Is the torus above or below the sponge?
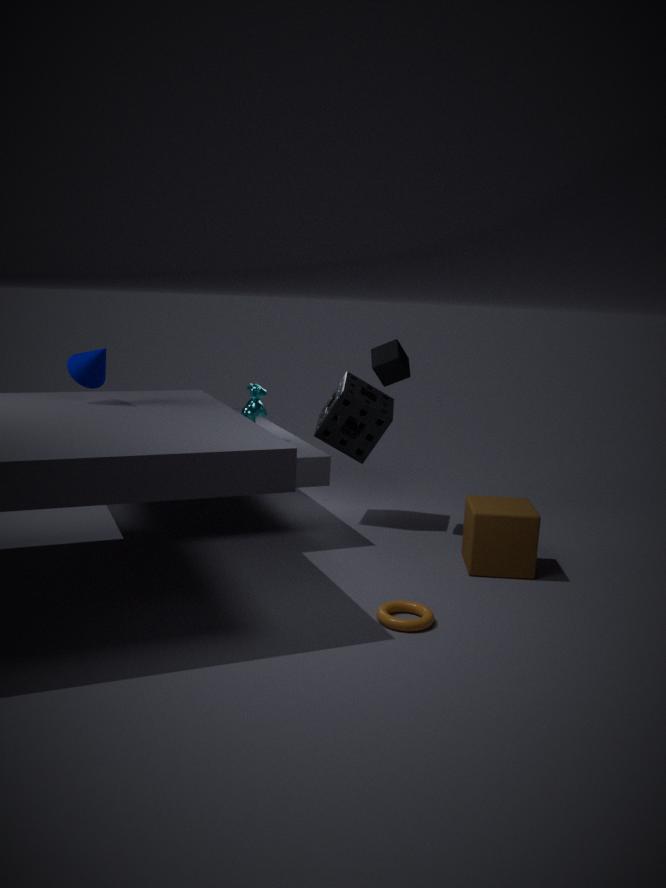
below
